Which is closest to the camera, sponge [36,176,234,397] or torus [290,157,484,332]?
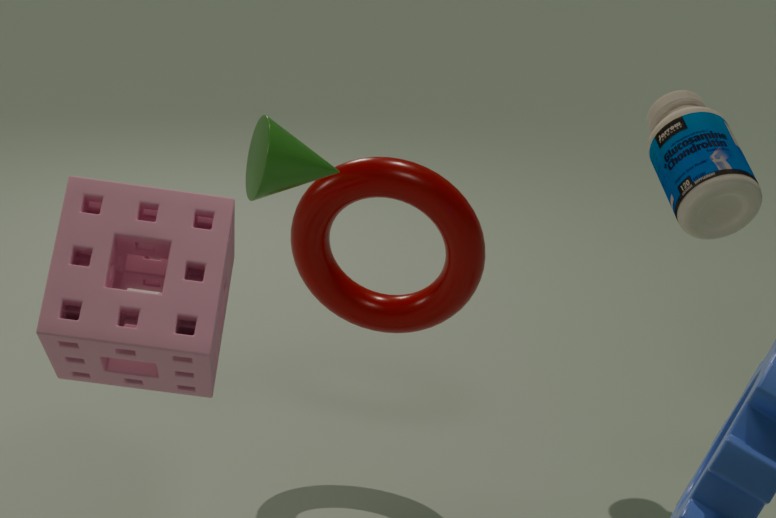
sponge [36,176,234,397]
